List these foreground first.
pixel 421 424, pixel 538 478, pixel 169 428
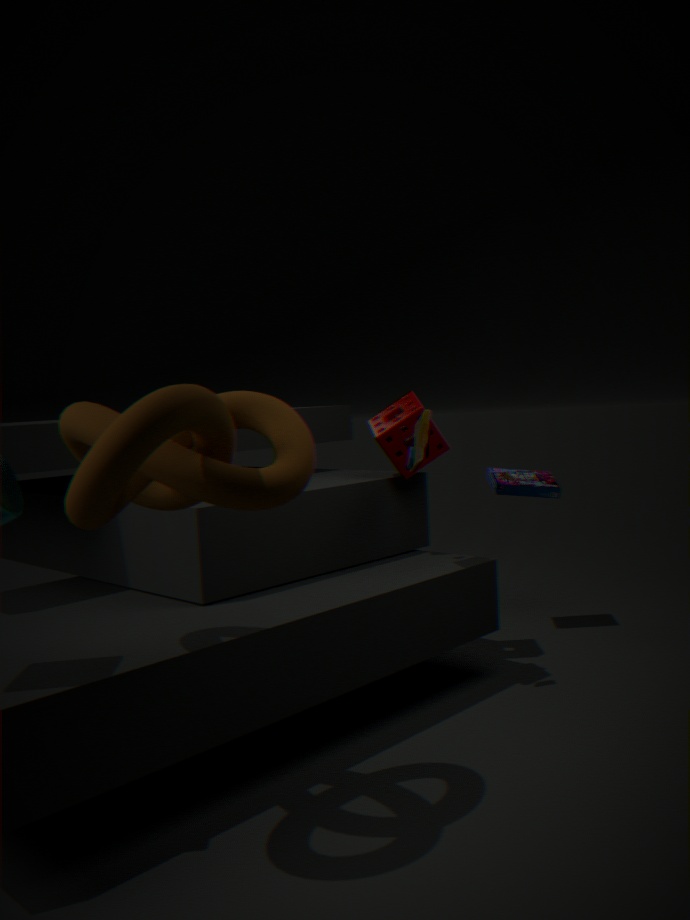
pixel 169 428
pixel 421 424
pixel 538 478
